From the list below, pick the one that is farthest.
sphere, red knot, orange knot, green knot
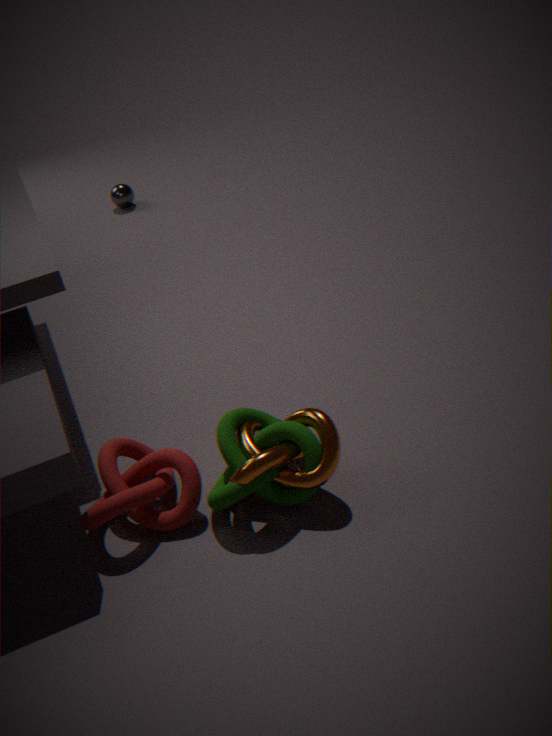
sphere
